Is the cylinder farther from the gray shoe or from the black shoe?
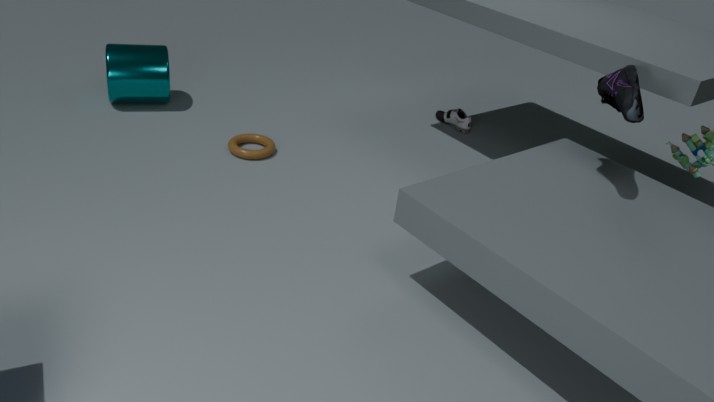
the black shoe
